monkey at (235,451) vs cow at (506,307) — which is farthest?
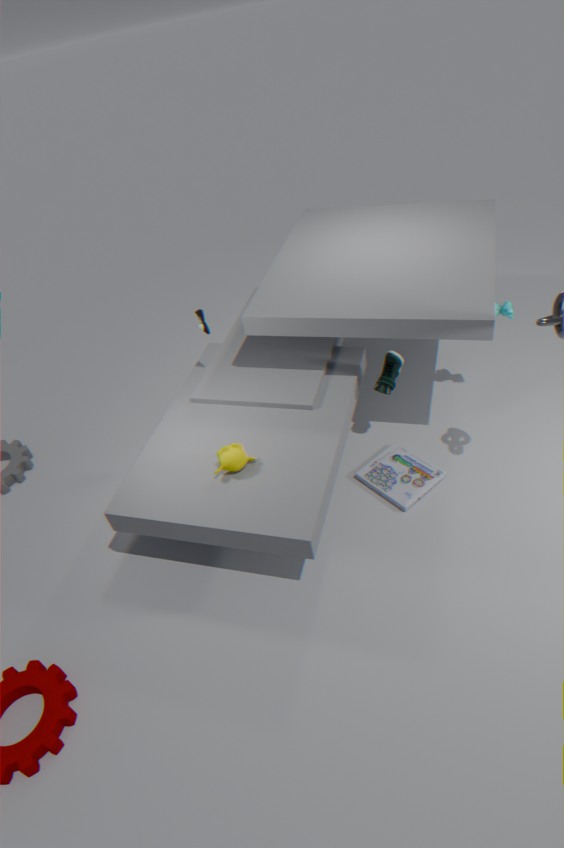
cow at (506,307)
